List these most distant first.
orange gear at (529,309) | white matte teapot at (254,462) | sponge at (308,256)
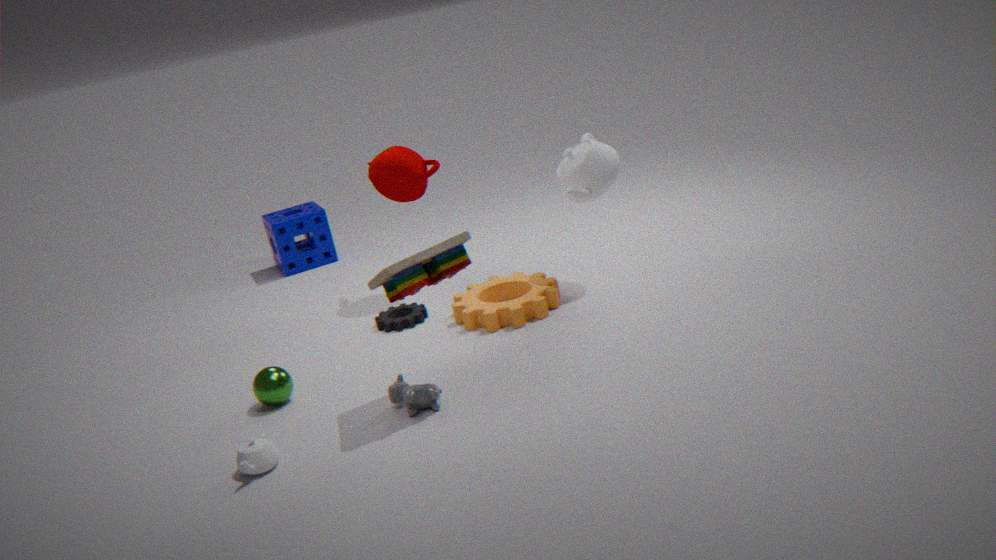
sponge at (308,256) → orange gear at (529,309) → white matte teapot at (254,462)
